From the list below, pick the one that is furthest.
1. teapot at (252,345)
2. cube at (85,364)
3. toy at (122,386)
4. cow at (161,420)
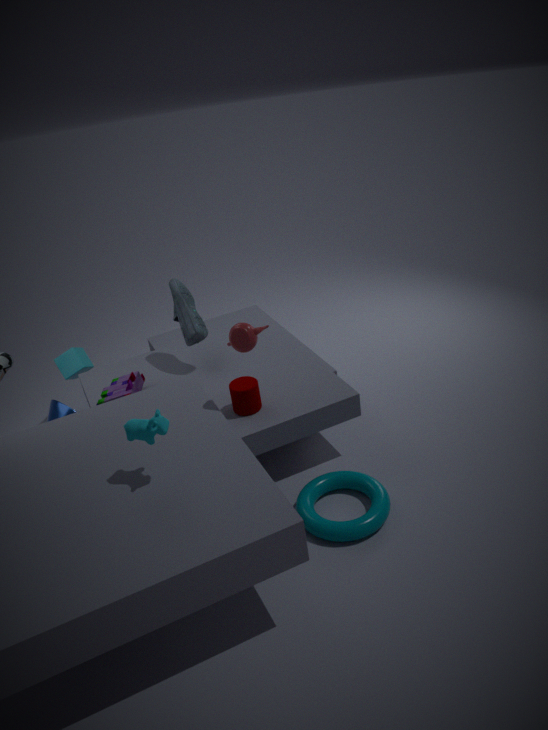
cube at (85,364)
